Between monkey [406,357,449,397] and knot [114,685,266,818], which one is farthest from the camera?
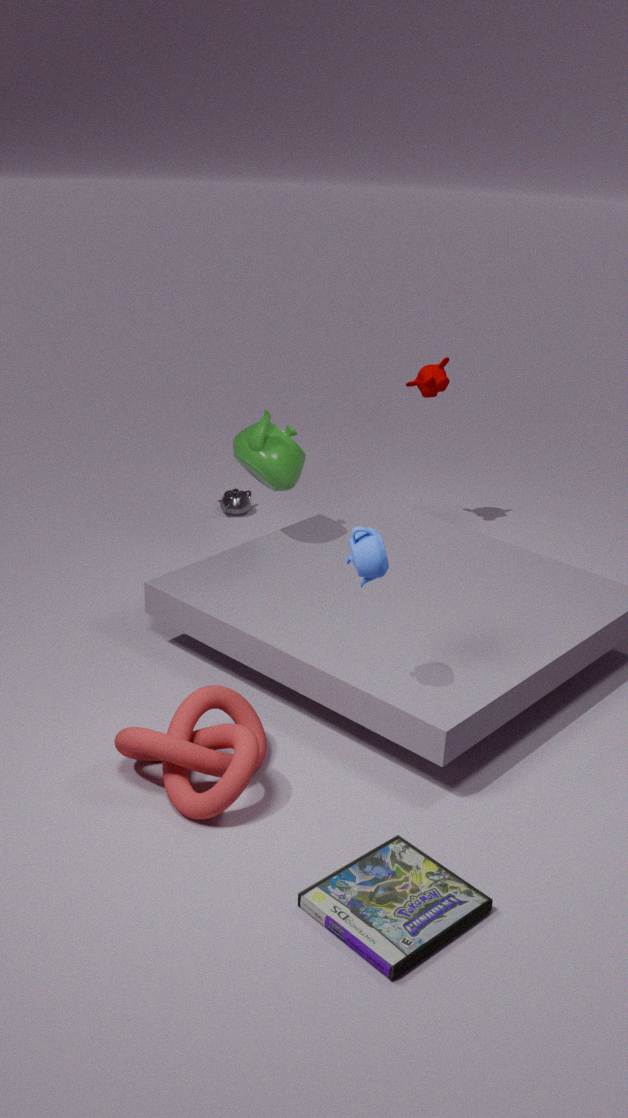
monkey [406,357,449,397]
